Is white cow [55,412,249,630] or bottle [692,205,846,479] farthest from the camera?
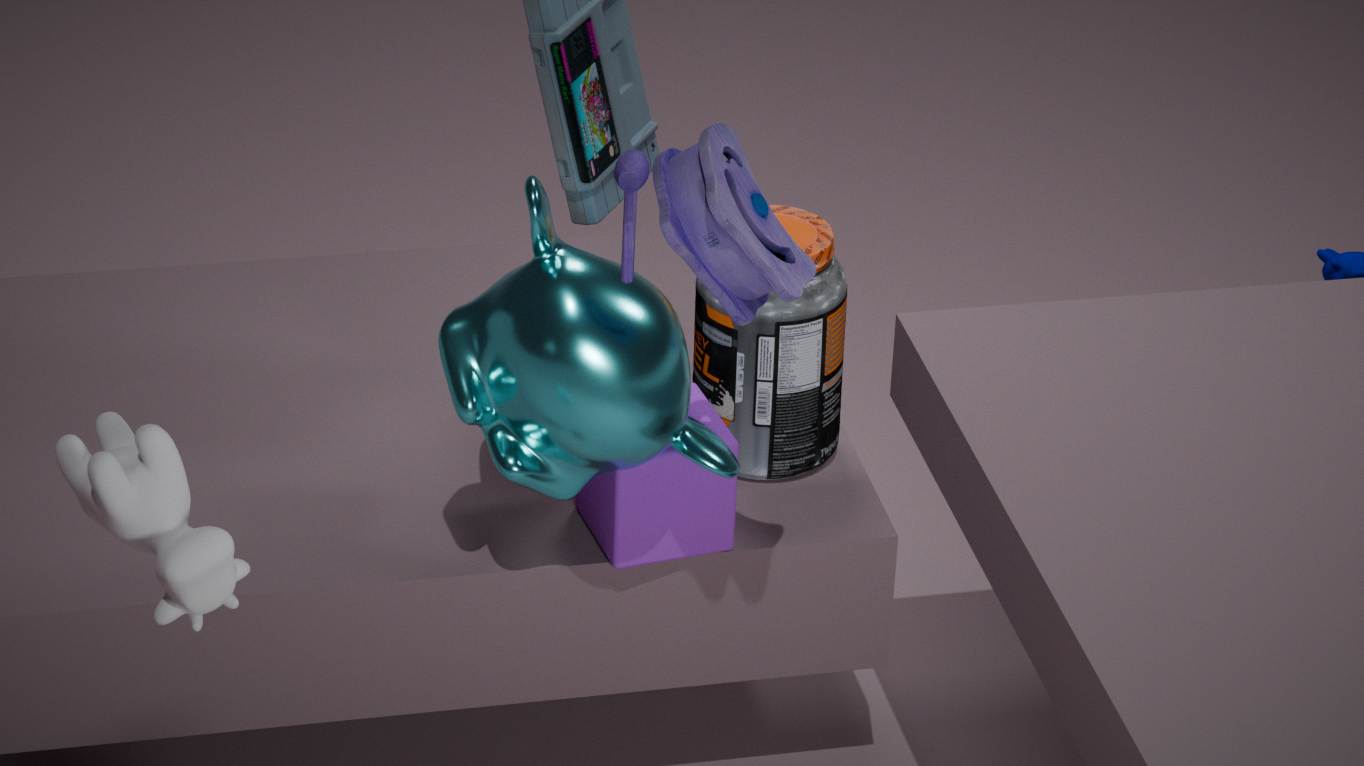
bottle [692,205,846,479]
